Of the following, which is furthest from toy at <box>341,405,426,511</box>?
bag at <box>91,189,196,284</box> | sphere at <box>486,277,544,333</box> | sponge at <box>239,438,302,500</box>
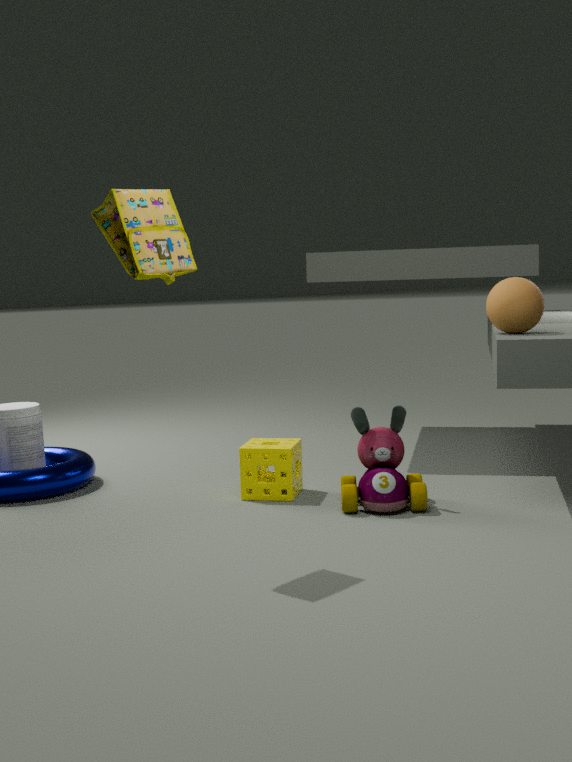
bag at <box>91,189,196,284</box>
